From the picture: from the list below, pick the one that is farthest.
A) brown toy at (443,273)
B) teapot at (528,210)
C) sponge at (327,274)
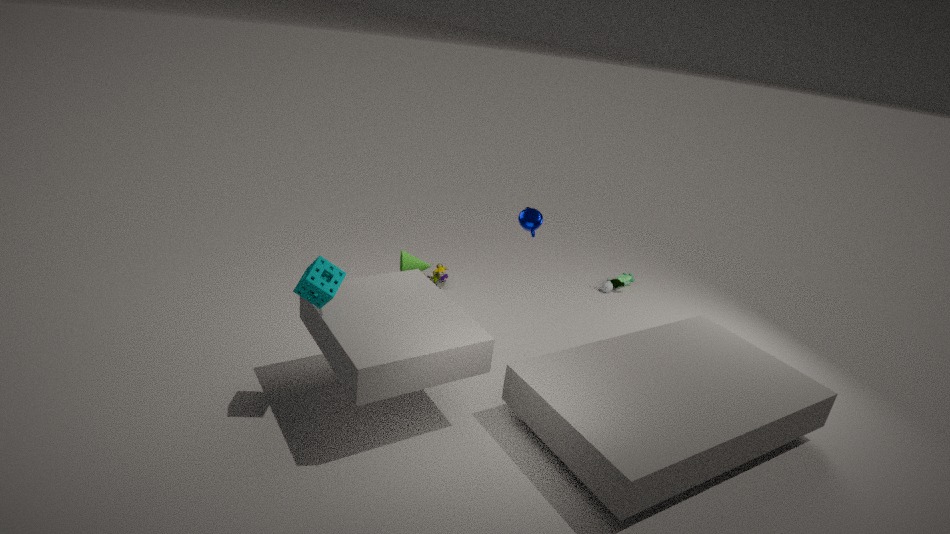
brown toy at (443,273)
